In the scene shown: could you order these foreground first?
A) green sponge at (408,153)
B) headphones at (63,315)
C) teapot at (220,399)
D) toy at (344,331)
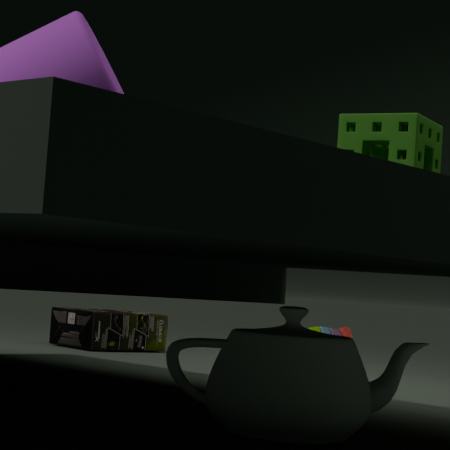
teapot at (220,399), green sponge at (408,153), toy at (344,331), headphones at (63,315)
